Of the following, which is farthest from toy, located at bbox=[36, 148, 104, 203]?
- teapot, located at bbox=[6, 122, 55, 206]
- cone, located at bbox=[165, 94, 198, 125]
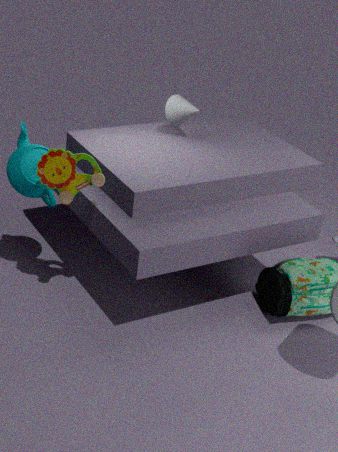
cone, located at bbox=[165, 94, 198, 125]
